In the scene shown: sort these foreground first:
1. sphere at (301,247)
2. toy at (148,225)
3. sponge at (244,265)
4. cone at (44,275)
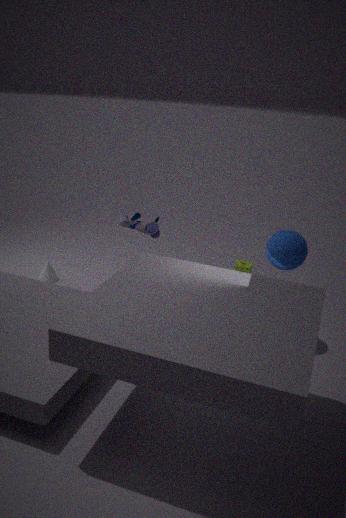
sphere at (301,247), toy at (148,225), cone at (44,275), sponge at (244,265)
